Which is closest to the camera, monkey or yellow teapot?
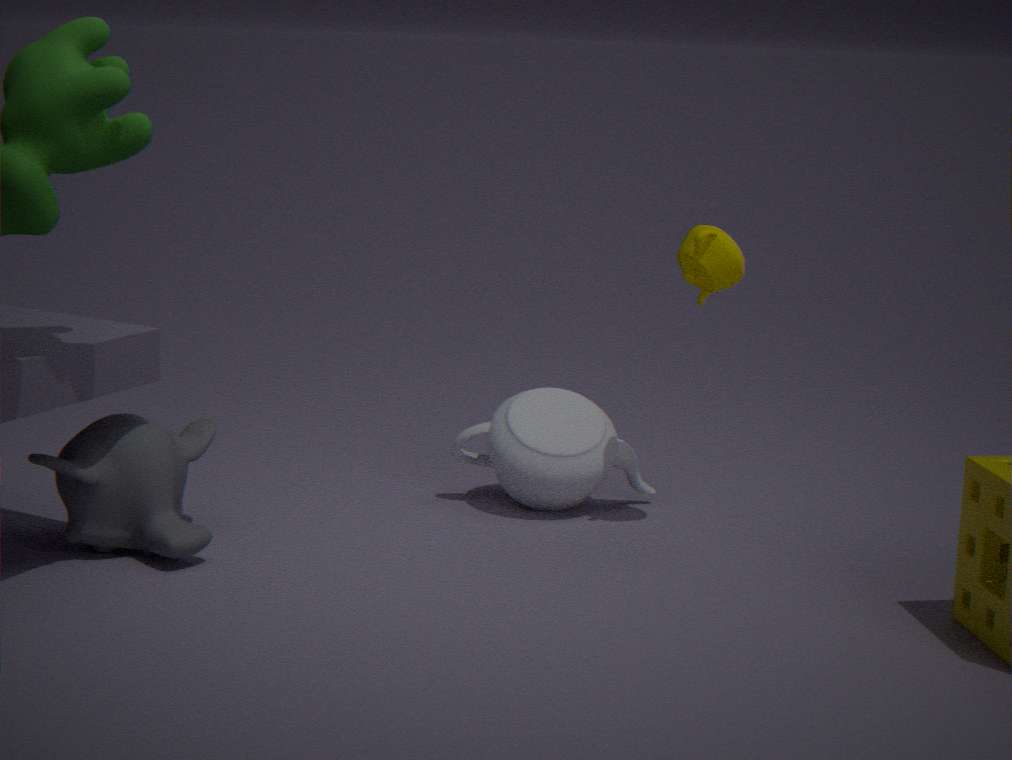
monkey
